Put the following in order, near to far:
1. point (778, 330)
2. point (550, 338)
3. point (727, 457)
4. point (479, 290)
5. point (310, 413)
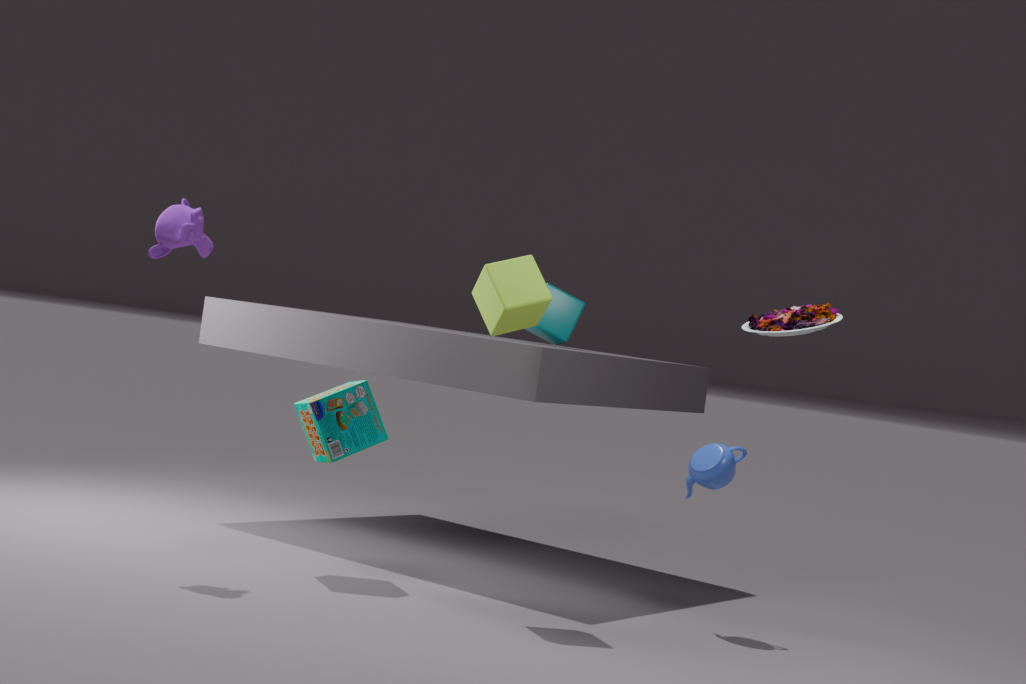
1. point (778, 330)
2. point (479, 290)
3. point (310, 413)
4. point (727, 457)
5. point (550, 338)
